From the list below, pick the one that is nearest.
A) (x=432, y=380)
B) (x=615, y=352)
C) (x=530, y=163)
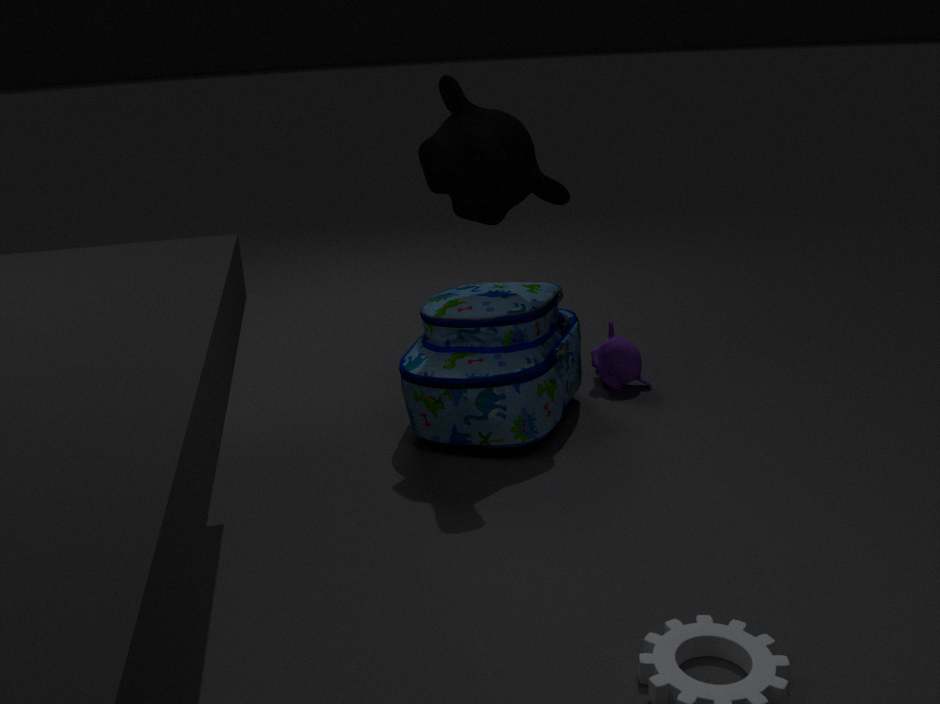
(x=432, y=380)
